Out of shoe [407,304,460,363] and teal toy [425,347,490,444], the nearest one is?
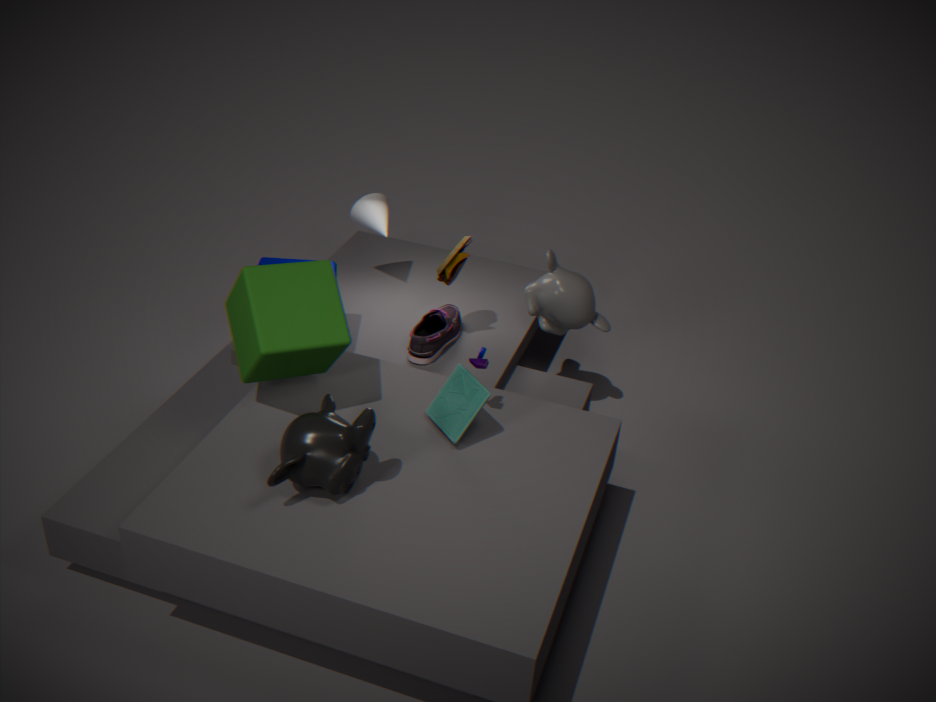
teal toy [425,347,490,444]
